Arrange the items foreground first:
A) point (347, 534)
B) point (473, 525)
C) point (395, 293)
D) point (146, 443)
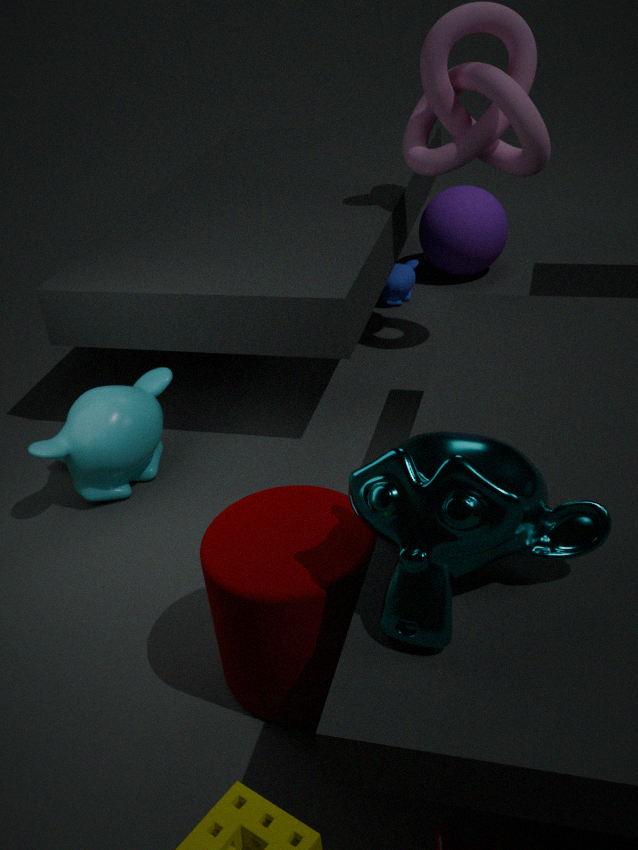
point (473, 525) → point (347, 534) → point (146, 443) → point (395, 293)
